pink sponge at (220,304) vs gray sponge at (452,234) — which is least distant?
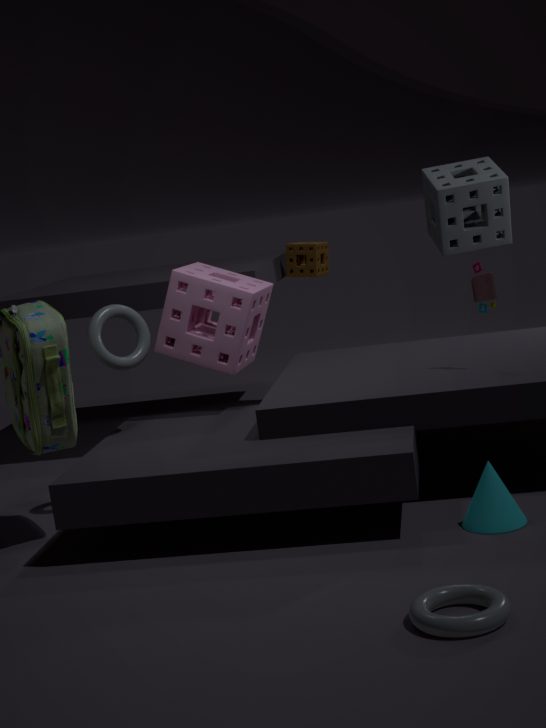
pink sponge at (220,304)
